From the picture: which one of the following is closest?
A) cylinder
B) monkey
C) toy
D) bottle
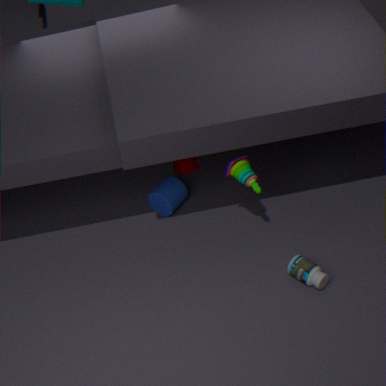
bottle
